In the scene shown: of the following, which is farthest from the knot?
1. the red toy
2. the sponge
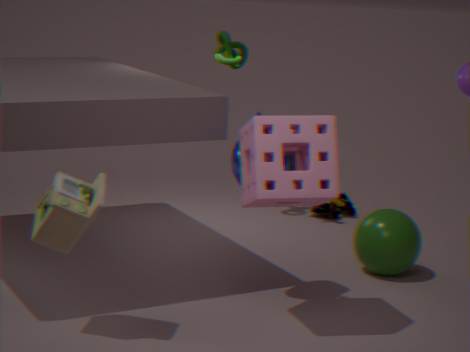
the sponge
